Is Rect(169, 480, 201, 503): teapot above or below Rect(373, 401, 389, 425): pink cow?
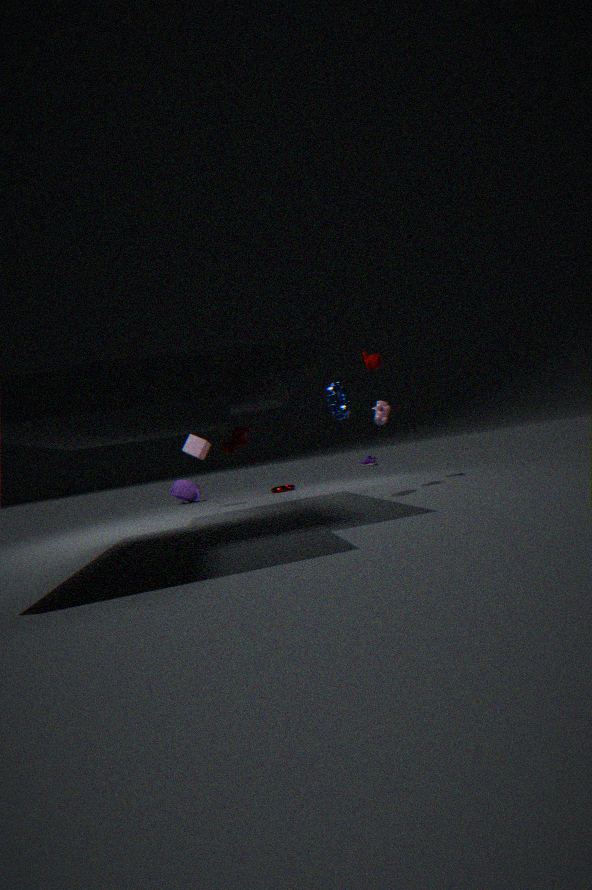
below
